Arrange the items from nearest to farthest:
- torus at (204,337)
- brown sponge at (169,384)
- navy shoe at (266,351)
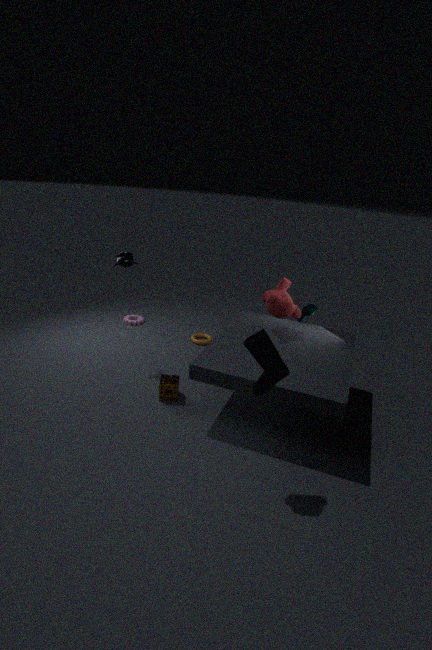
navy shoe at (266,351)
brown sponge at (169,384)
torus at (204,337)
